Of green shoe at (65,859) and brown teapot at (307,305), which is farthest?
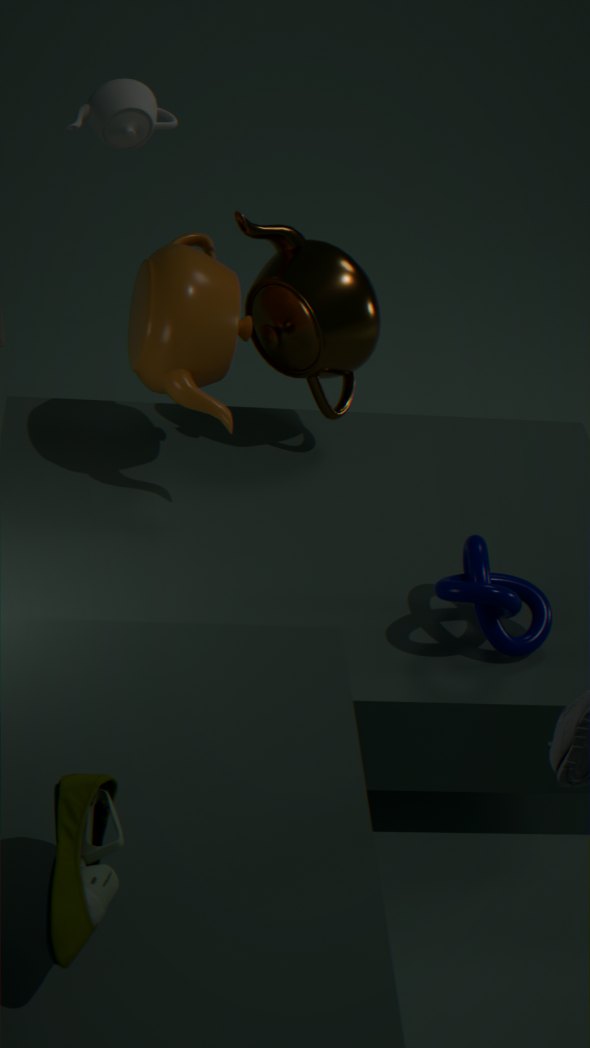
brown teapot at (307,305)
